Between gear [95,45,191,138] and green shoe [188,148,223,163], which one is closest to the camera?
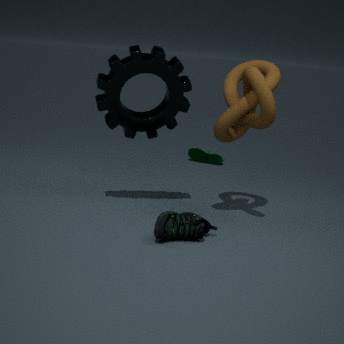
gear [95,45,191,138]
